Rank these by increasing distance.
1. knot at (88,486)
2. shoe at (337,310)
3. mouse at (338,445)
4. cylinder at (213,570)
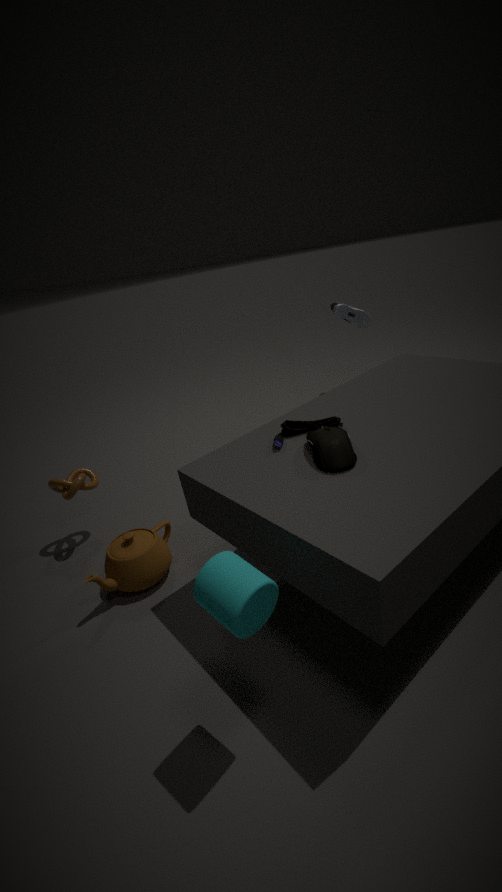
cylinder at (213,570) < mouse at (338,445) < knot at (88,486) < shoe at (337,310)
